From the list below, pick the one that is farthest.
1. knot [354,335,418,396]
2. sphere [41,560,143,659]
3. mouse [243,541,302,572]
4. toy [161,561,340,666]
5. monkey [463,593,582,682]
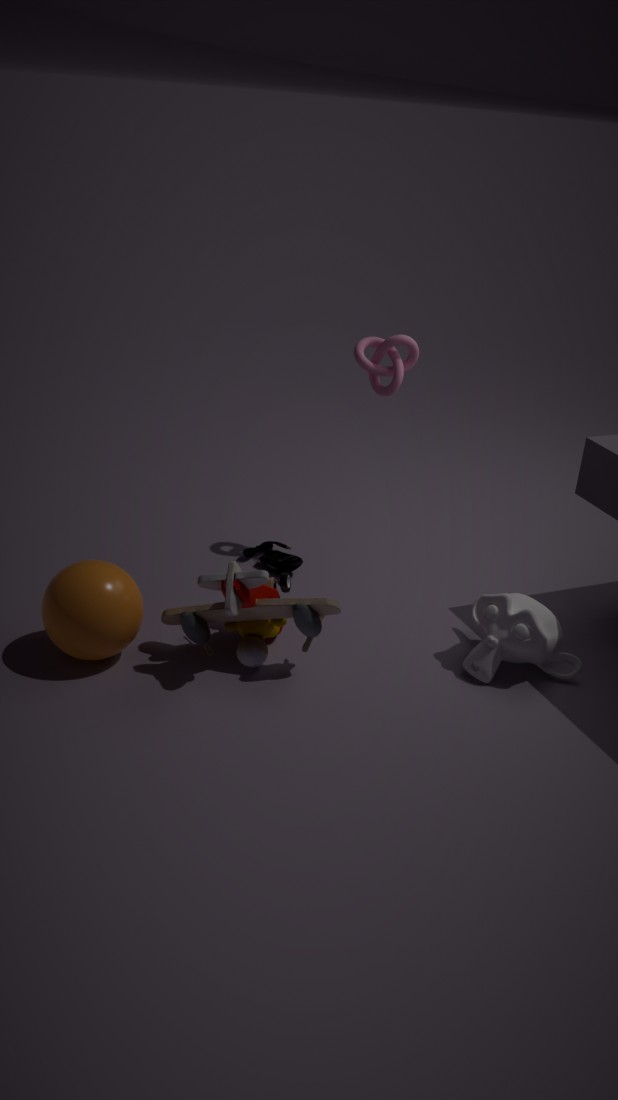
Answer: mouse [243,541,302,572]
